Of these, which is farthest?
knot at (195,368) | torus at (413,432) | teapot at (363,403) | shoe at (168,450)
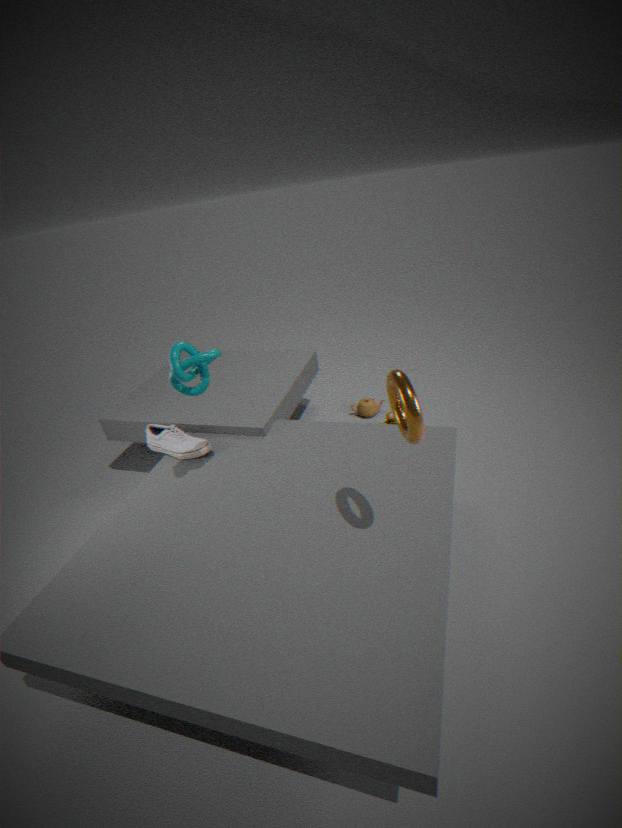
teapot at (363,403)
